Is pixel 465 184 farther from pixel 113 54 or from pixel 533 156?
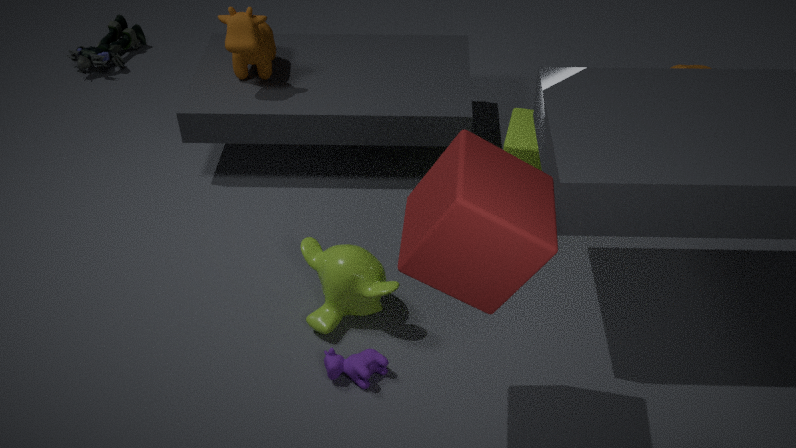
pixel 113 54
